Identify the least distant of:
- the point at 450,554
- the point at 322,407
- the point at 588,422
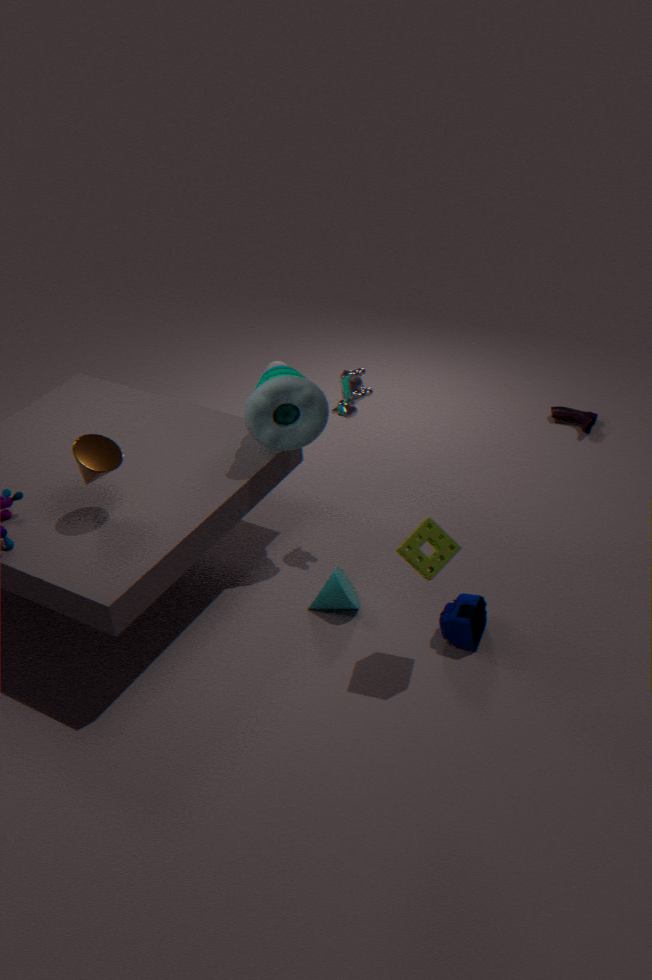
the point at 450,554
